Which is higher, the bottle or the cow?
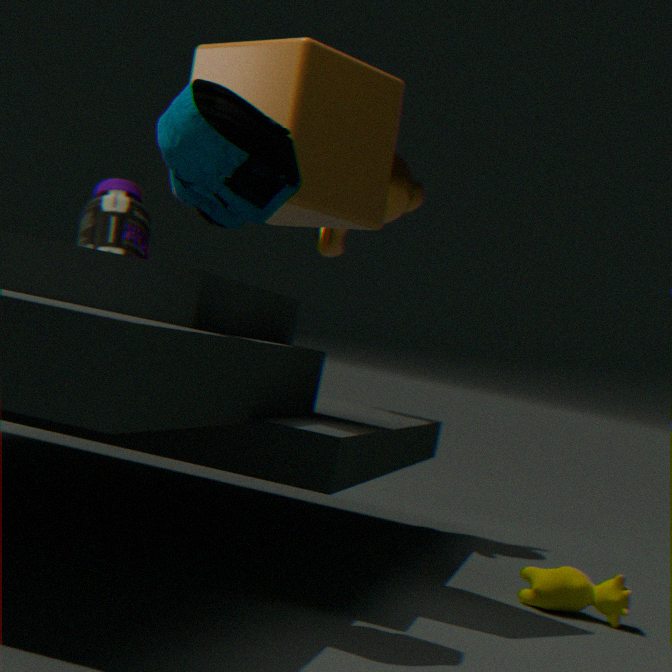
the bottle
